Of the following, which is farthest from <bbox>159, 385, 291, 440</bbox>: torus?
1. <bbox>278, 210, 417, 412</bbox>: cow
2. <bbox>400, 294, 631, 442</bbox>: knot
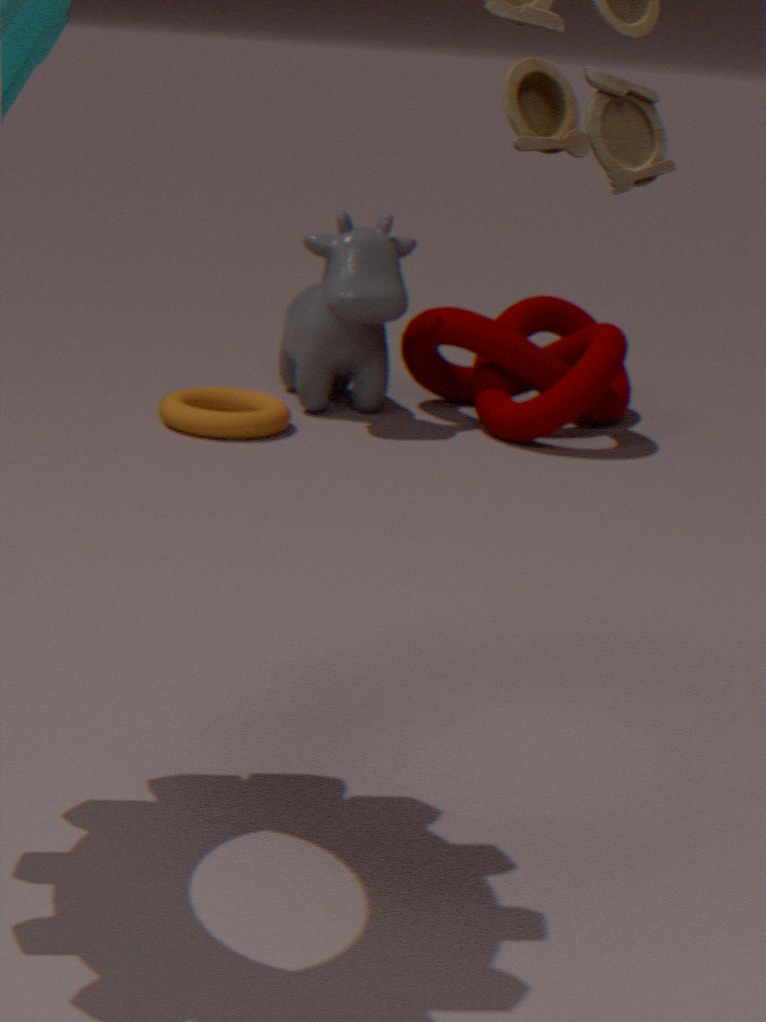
<bbox>400, 294, 631, 442</bbox>: knot
